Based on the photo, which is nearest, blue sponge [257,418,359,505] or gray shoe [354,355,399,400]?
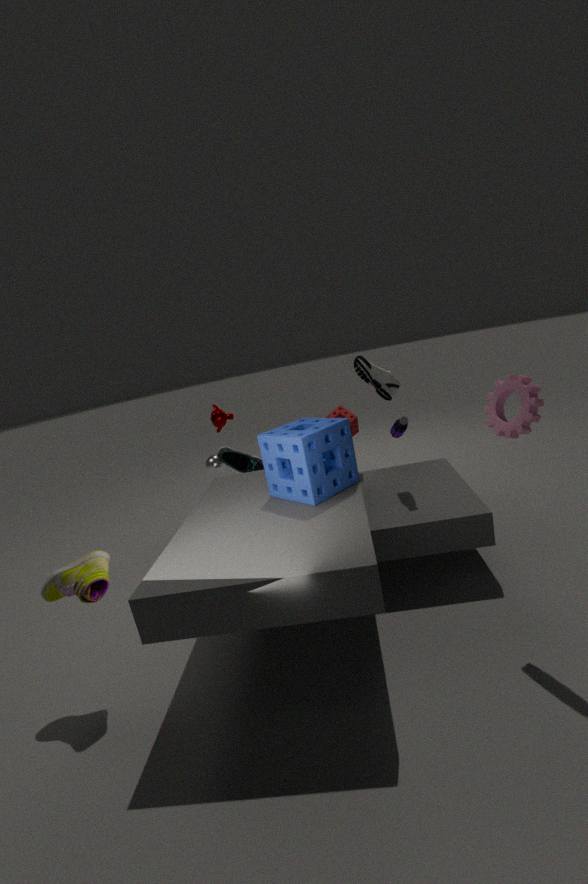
blue sponge [257,418,359,505]
